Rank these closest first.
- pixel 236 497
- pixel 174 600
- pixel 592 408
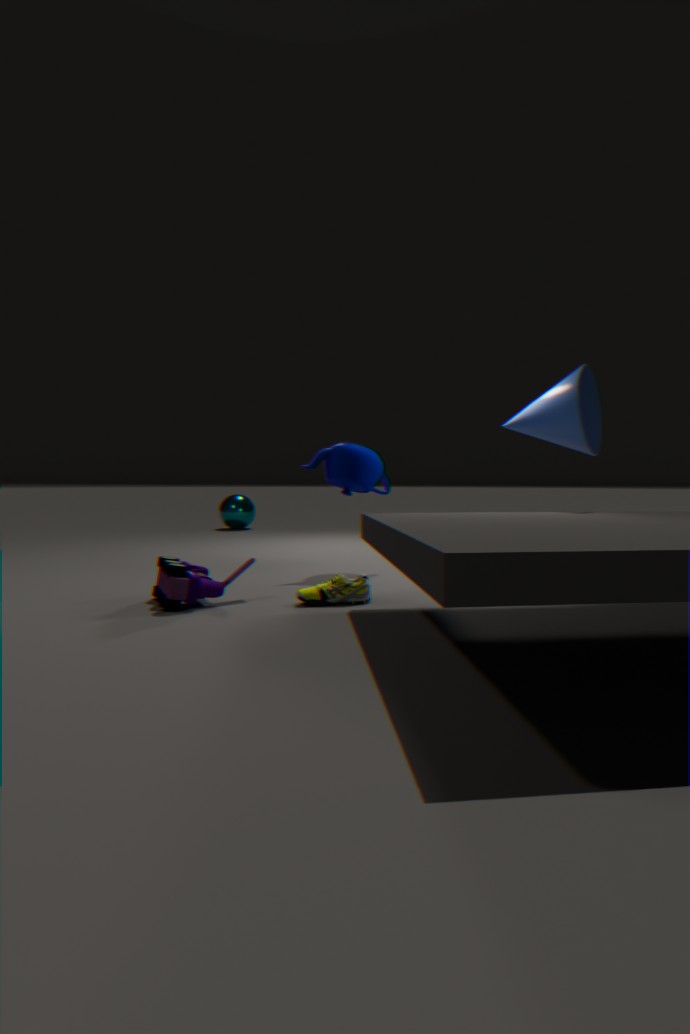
pixel 174 600 < pixel 592 408 < pixel 236 497
